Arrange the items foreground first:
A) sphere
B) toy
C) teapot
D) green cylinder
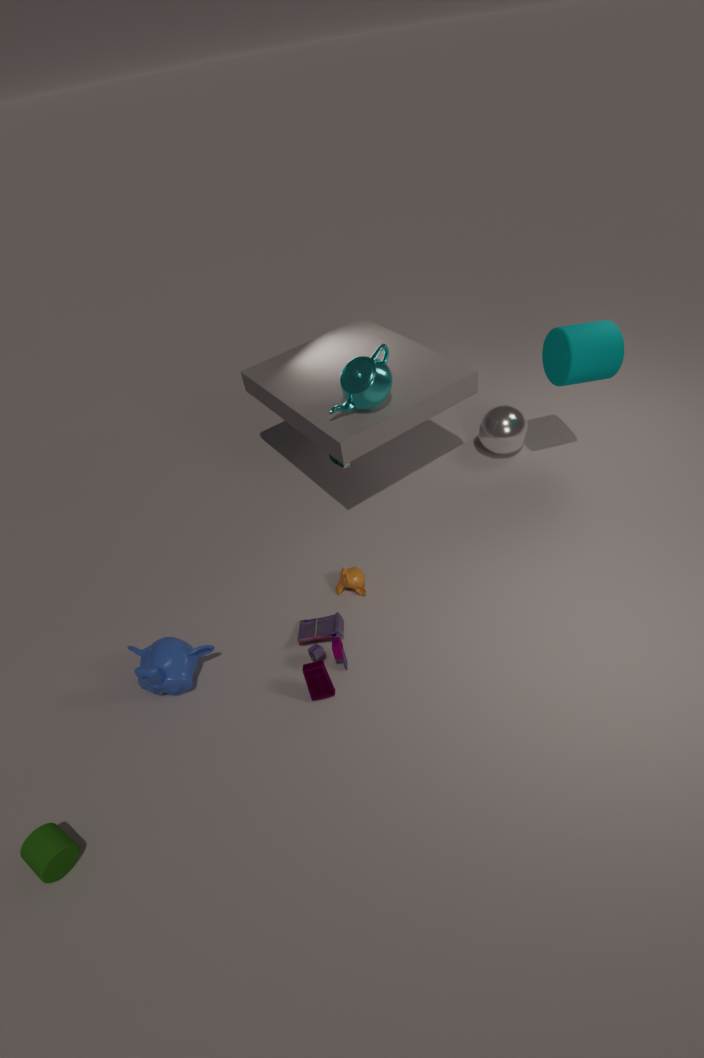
green cylinder, toy, teapot, sphere
